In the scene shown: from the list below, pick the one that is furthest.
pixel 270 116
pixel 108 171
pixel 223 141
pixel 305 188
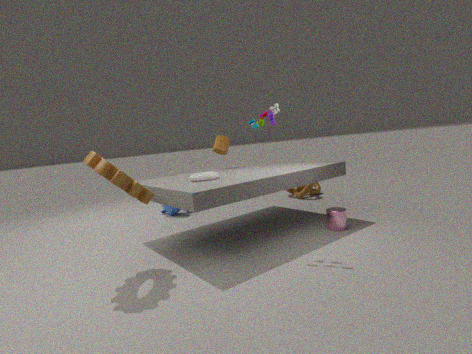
pixel 305 188
